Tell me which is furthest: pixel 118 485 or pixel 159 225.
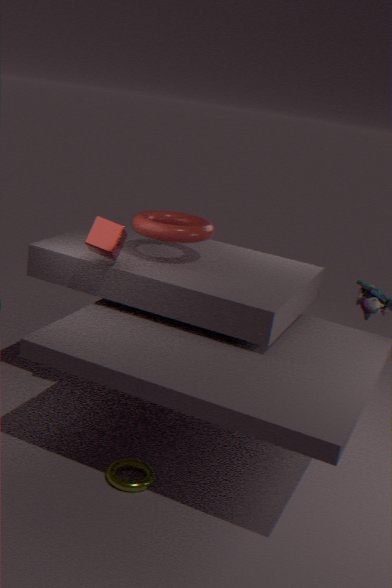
pixel 159 225
